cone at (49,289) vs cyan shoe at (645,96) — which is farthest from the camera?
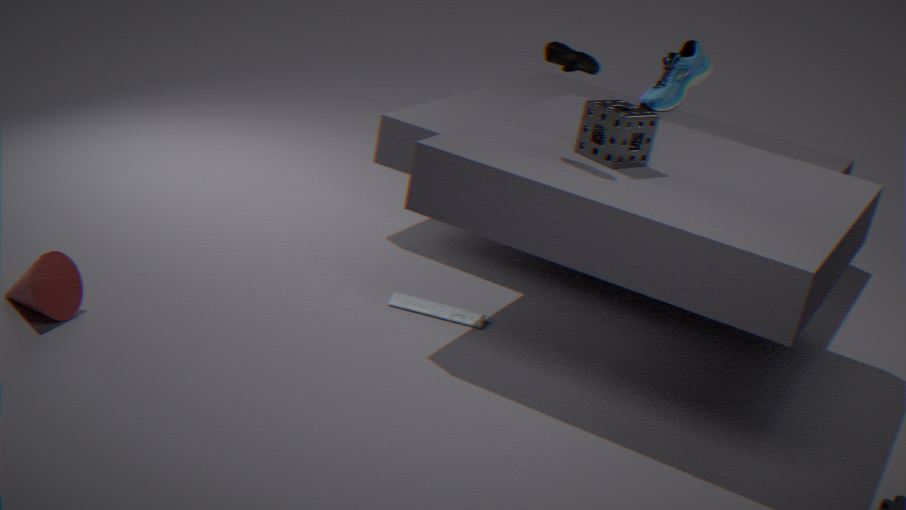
cyan shoe at (645,96)
